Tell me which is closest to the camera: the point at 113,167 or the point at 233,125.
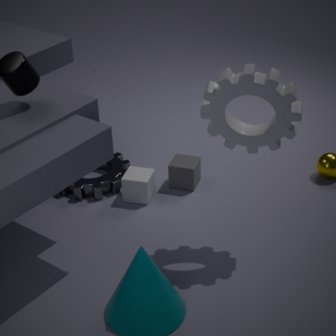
the point at 233,125
